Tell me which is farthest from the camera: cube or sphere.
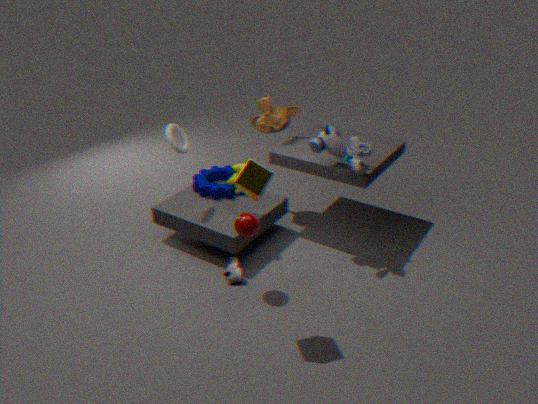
sphere
